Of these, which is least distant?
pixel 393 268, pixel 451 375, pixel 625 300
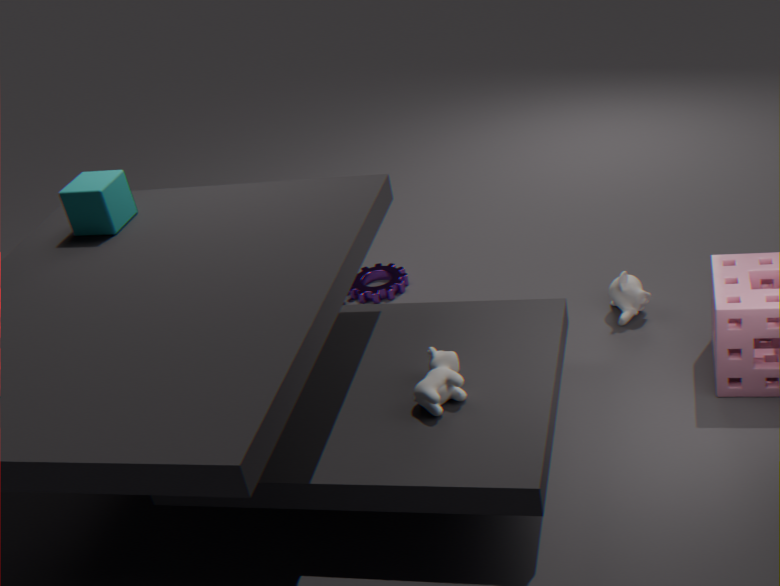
pixel 451 375
